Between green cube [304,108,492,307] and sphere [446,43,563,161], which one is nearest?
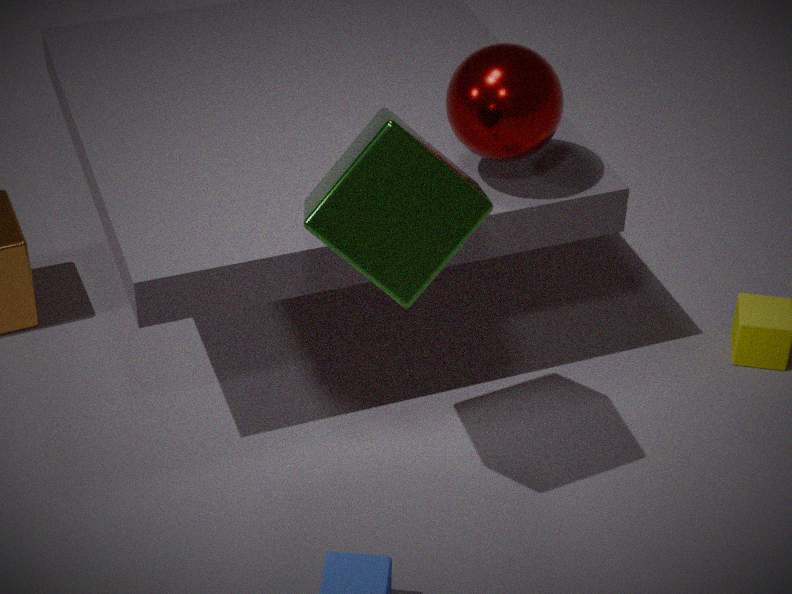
green cube [304,108,492,307]
